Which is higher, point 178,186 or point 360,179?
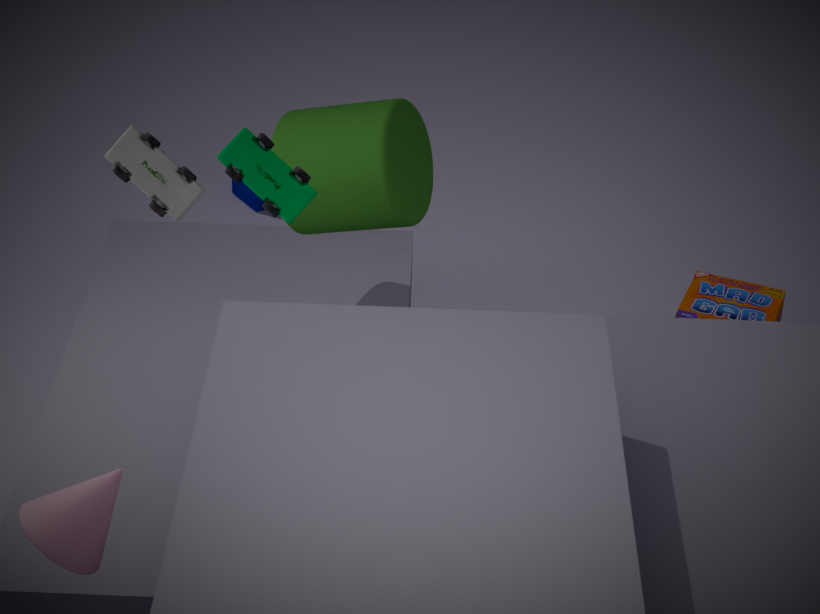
point 178,186
